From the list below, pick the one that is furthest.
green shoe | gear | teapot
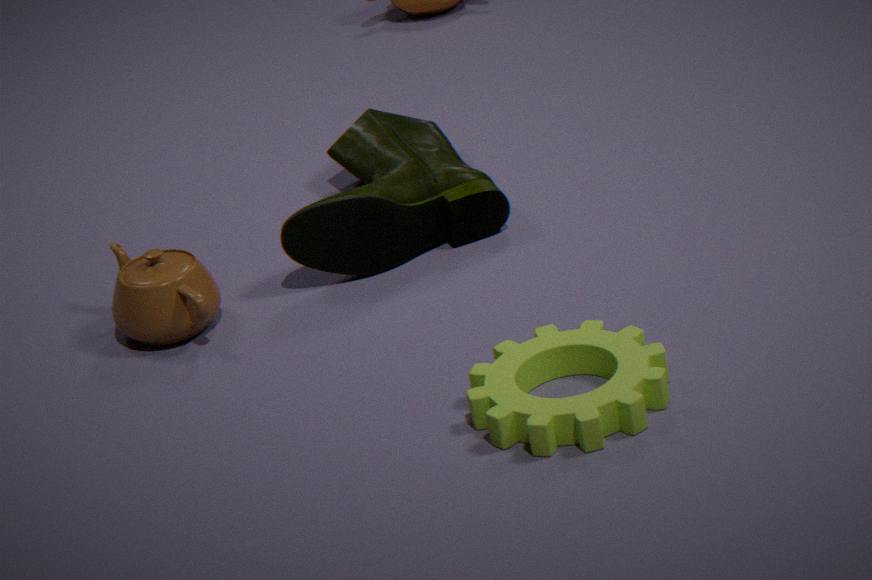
green shoe
